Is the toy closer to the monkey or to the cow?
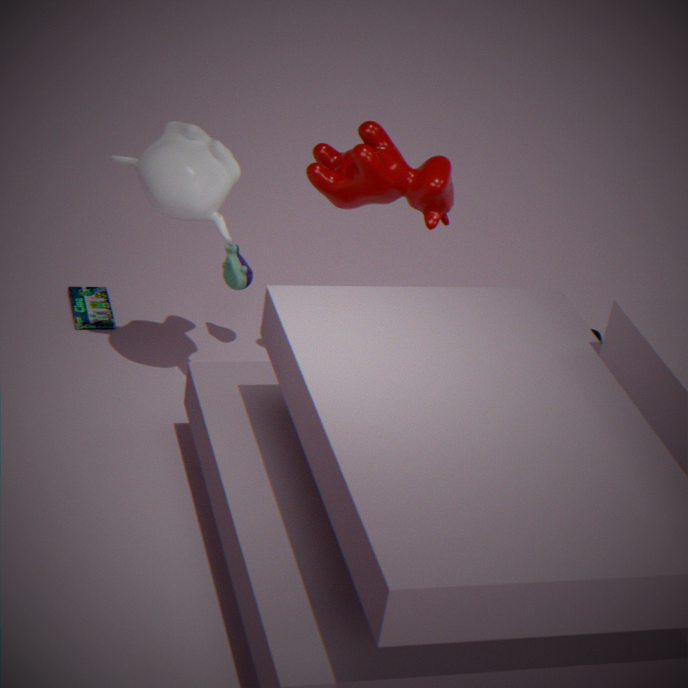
the monkey
